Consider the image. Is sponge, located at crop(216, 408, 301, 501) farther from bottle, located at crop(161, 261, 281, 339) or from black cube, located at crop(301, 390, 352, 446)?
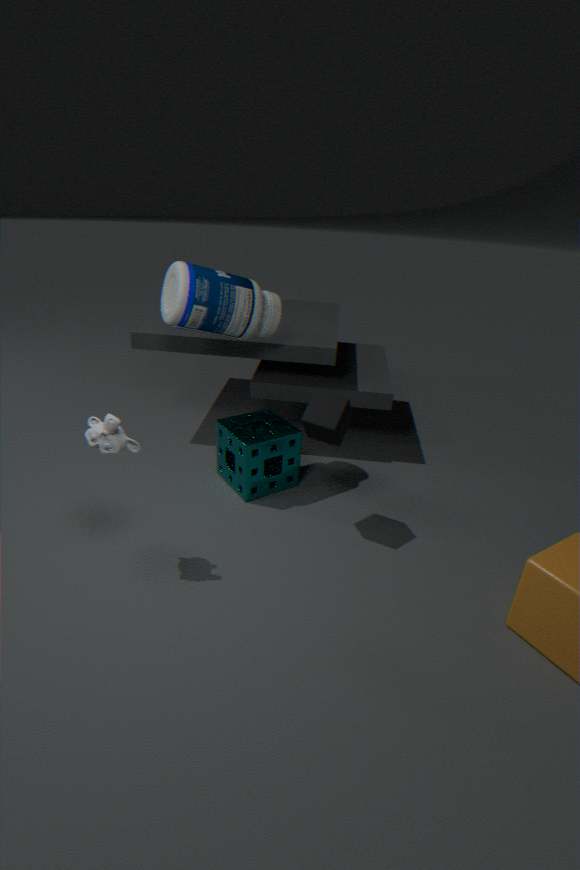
bottle, located at crop(161, 261, 281, 339)
